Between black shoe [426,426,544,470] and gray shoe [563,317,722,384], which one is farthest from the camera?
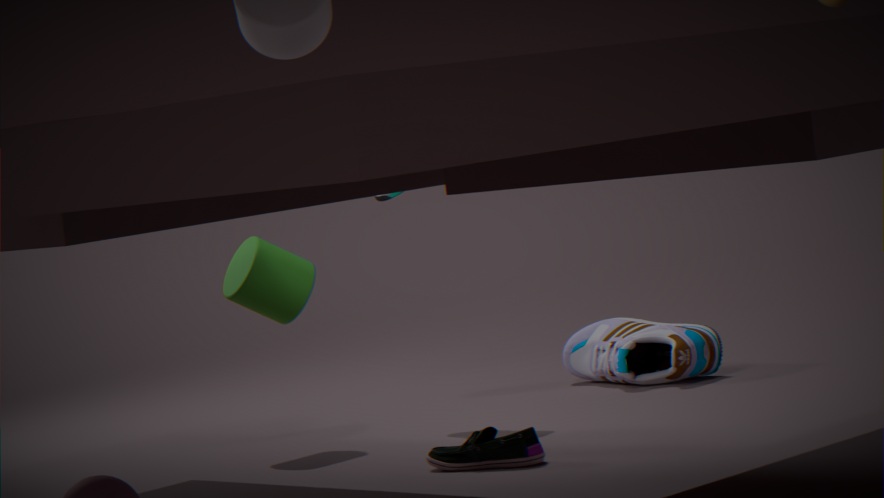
gray shoe [563,317,722,384]
